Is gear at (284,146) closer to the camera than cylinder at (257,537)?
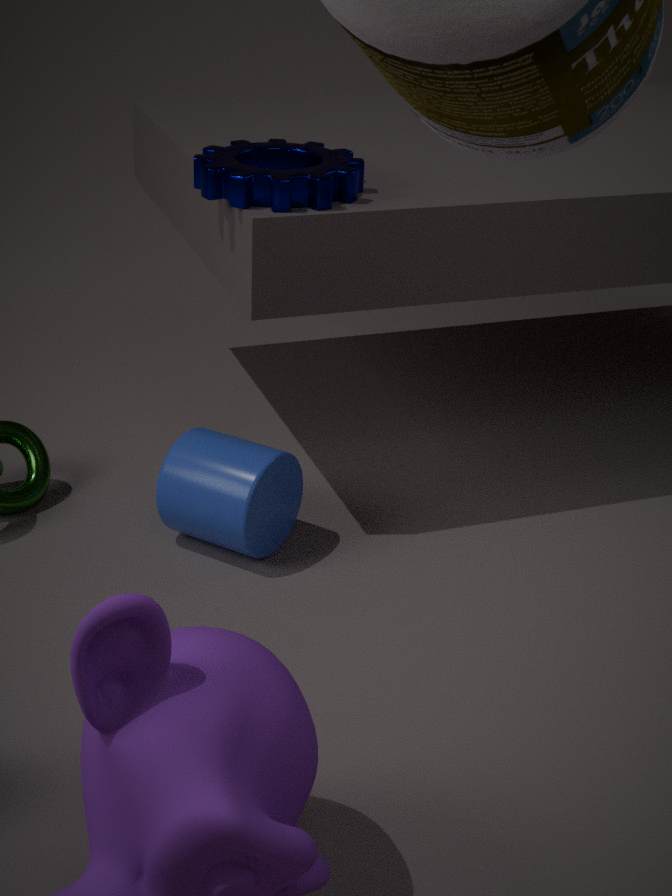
Yes
